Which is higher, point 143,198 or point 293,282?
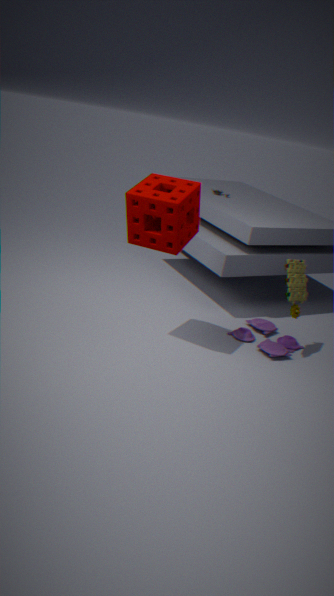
point 143,198
